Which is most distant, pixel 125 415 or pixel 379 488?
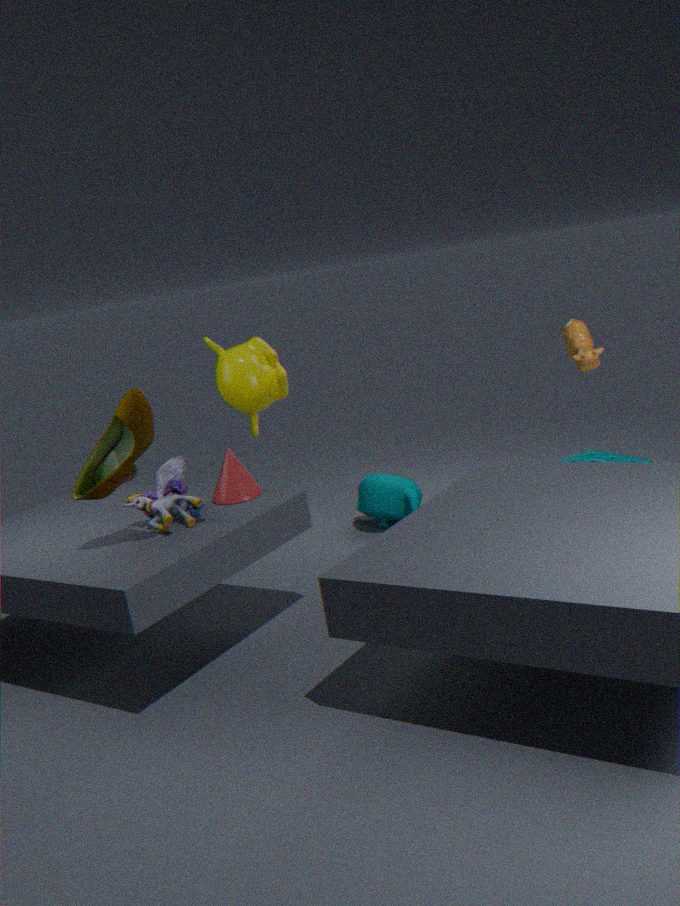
pixel 379 488
